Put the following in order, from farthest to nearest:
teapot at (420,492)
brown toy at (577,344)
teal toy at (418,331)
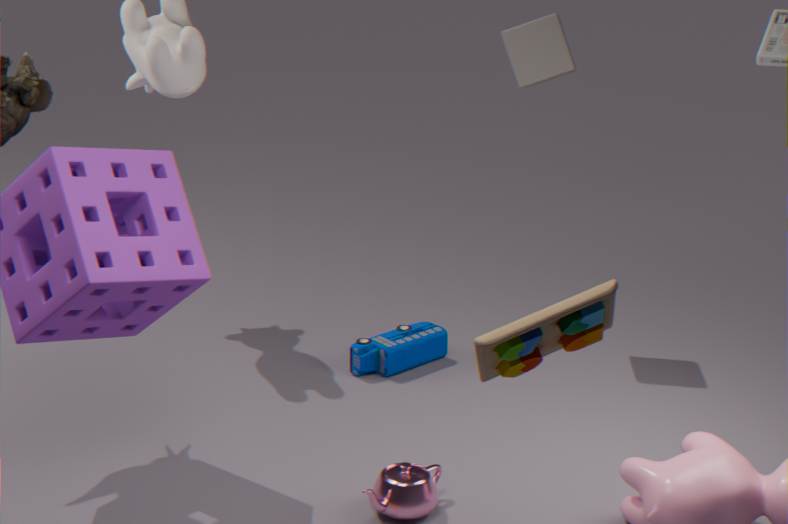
teal toy at (418,331) < teapot at (420,492) < brown toy at (577,344)
